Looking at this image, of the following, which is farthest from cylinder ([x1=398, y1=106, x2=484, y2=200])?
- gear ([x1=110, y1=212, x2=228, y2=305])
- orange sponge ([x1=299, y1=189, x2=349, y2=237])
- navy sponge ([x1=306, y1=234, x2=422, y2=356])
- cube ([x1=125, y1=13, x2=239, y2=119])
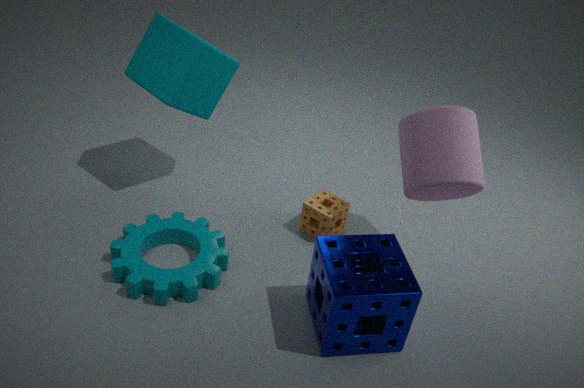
cube ([x1=125, y1=13, x2=239, y2=119])
